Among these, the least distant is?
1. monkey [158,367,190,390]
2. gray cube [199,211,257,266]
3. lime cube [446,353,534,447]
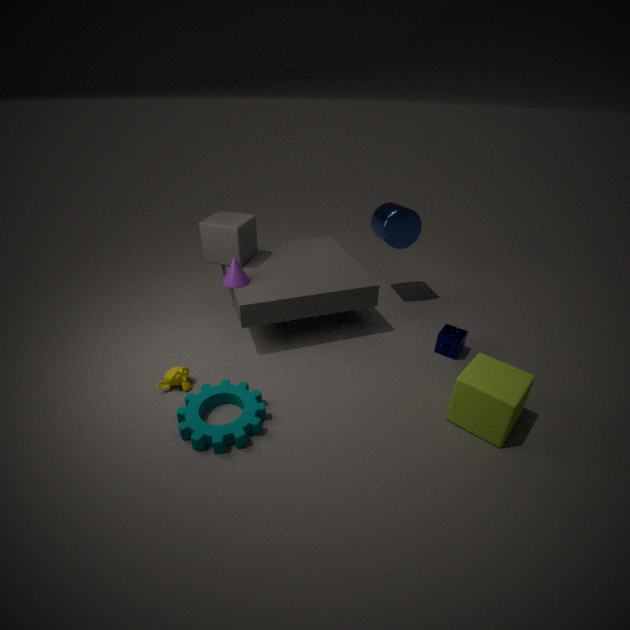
lime cube [446,353,534,447]
